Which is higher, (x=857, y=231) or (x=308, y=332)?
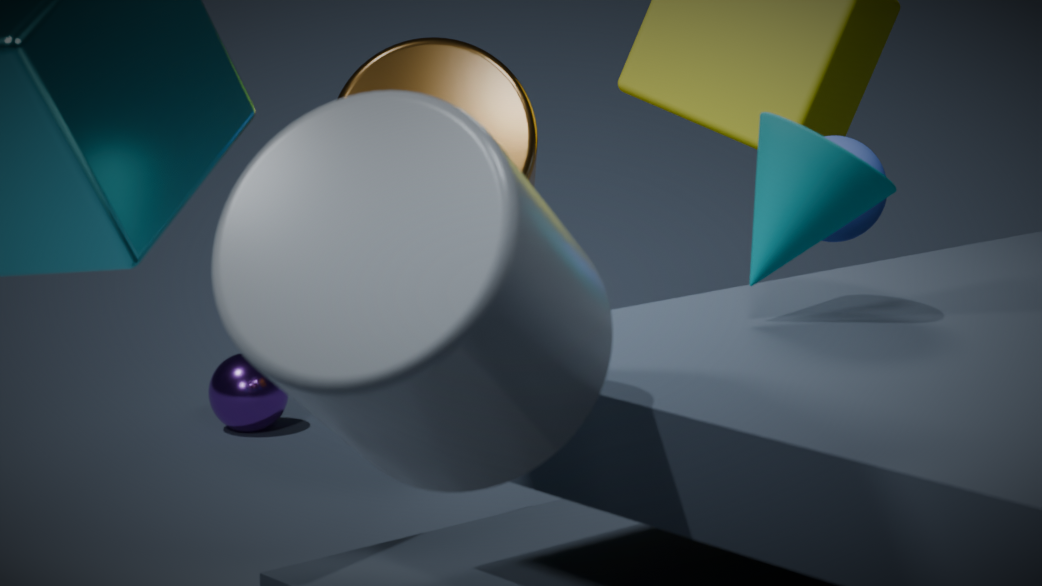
(x=308, y=332)
